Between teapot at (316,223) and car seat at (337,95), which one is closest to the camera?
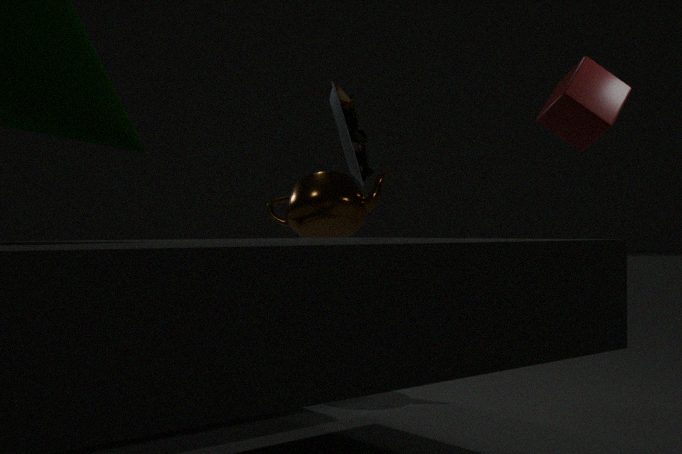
car seat at (337,95)
